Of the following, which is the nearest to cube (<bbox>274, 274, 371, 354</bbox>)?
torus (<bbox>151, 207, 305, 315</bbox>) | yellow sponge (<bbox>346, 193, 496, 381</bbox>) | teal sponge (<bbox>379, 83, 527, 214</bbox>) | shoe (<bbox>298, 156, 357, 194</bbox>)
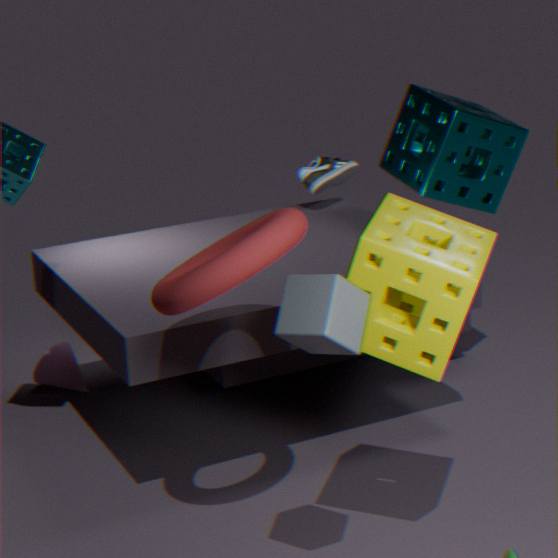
yellow sponge (<bbox>346, 193, 496, 381</bbox>)
